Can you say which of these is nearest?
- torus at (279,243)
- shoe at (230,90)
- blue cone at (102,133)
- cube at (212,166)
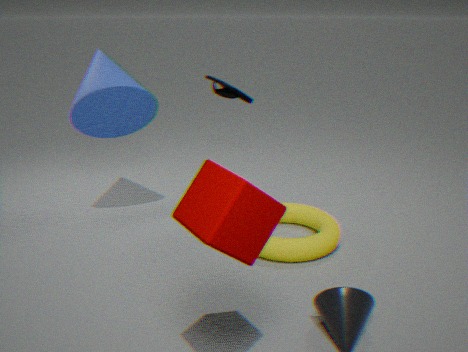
cube at (212,166)
